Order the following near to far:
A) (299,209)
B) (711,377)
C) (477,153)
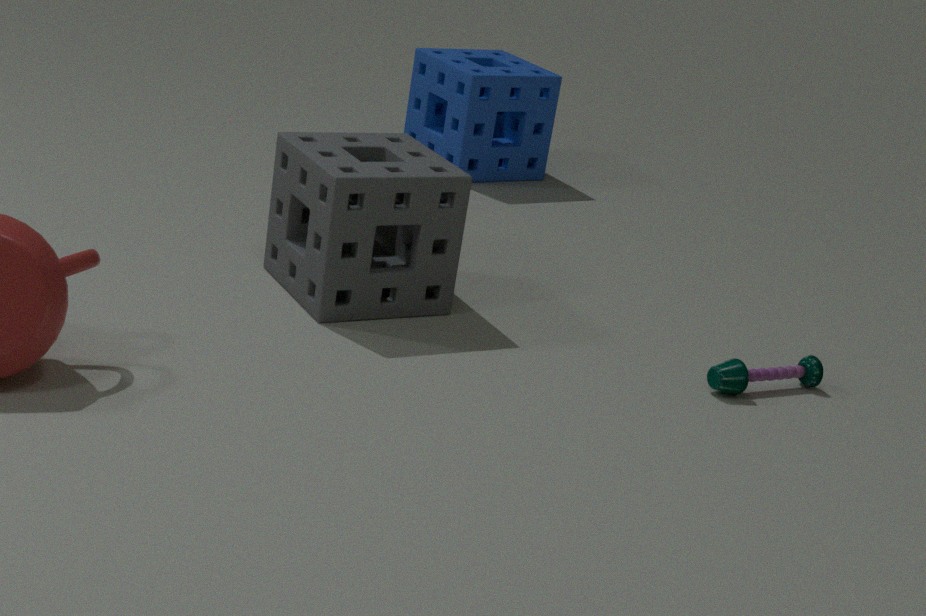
1. (711,377)
2. (299,209)
3. (477,153)
